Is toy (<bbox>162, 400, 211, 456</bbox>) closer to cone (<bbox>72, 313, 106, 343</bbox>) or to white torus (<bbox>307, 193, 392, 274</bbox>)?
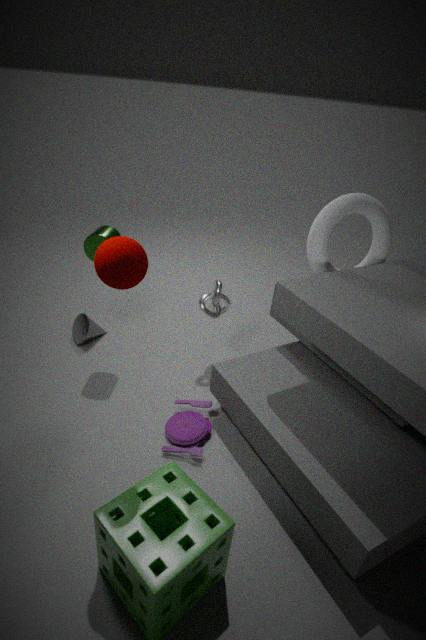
A: cone (<bbox>72, 313, 106, 343</bbox>)
